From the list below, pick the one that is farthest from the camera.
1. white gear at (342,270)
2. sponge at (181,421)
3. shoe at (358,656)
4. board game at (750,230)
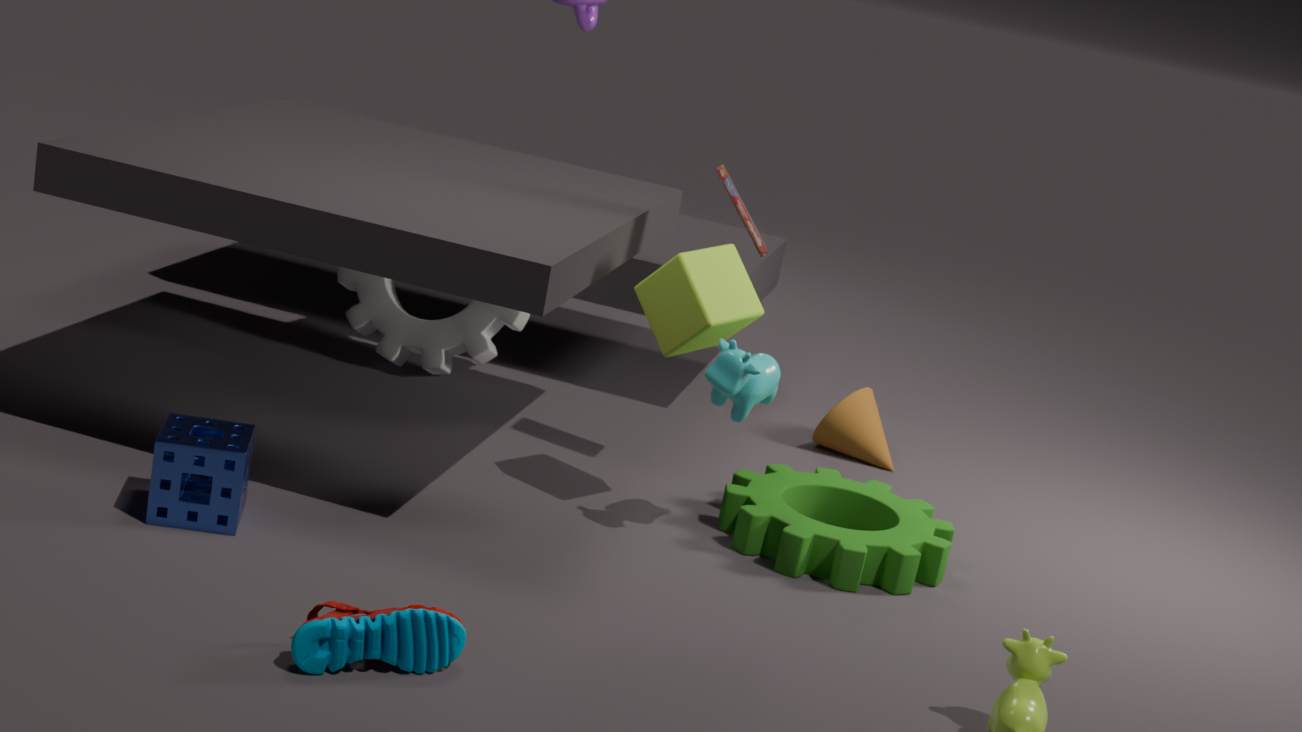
white gear at (342,270)
